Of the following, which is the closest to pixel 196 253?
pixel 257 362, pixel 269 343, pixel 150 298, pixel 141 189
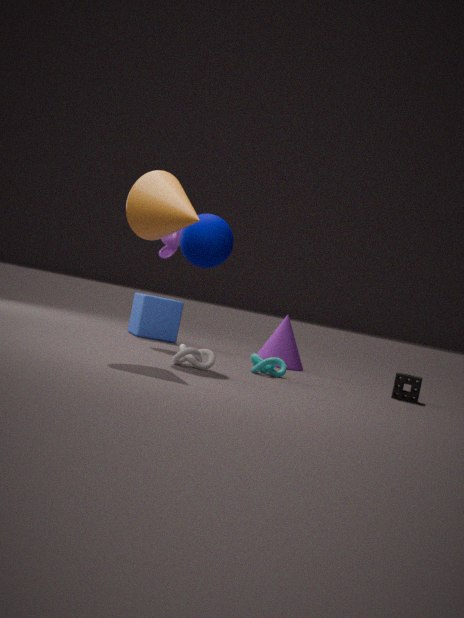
pixel 141 189
